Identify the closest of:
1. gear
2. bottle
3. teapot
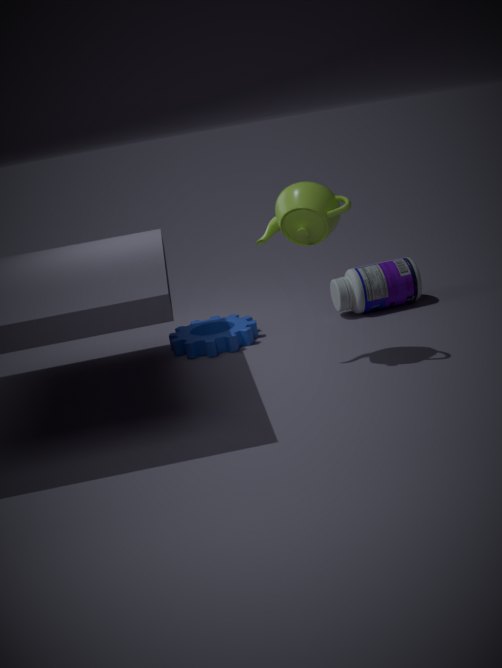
teapot
